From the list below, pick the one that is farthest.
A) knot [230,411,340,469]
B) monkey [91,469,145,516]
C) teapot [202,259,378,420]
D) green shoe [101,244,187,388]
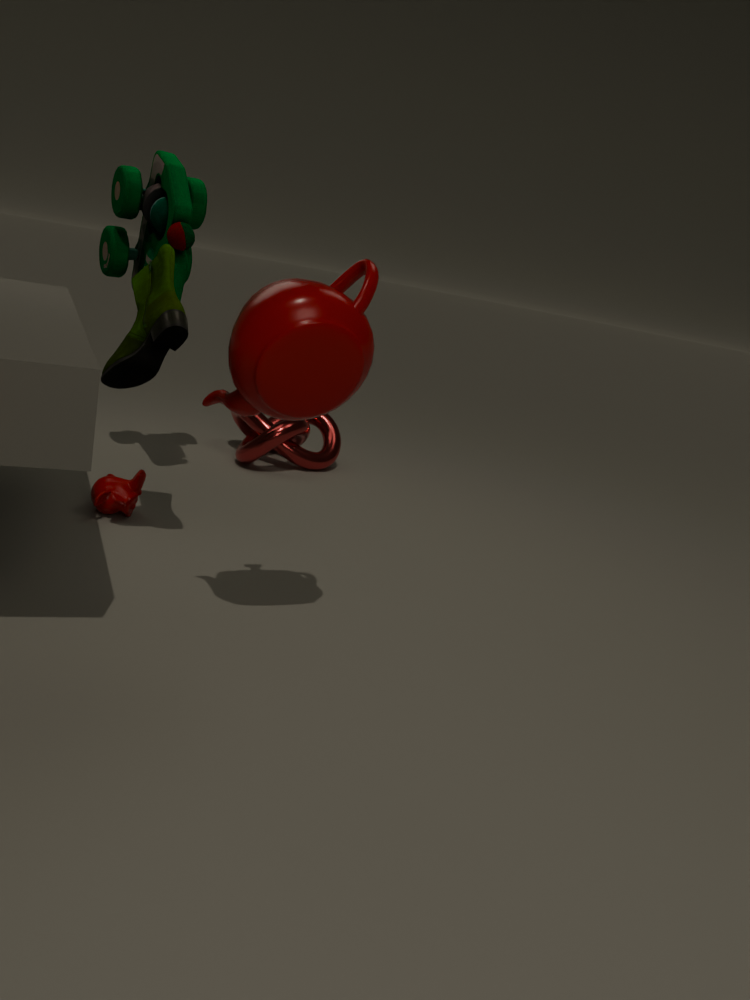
knot [230,411,340,469]
